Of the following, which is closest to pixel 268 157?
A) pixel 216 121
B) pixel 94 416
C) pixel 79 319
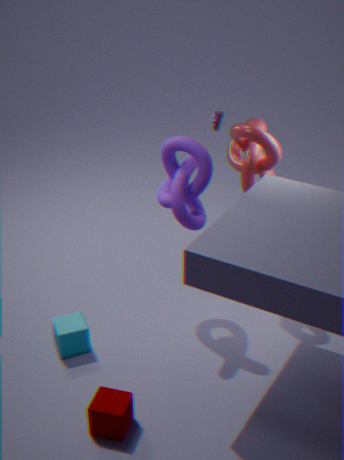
pixel 216 121
